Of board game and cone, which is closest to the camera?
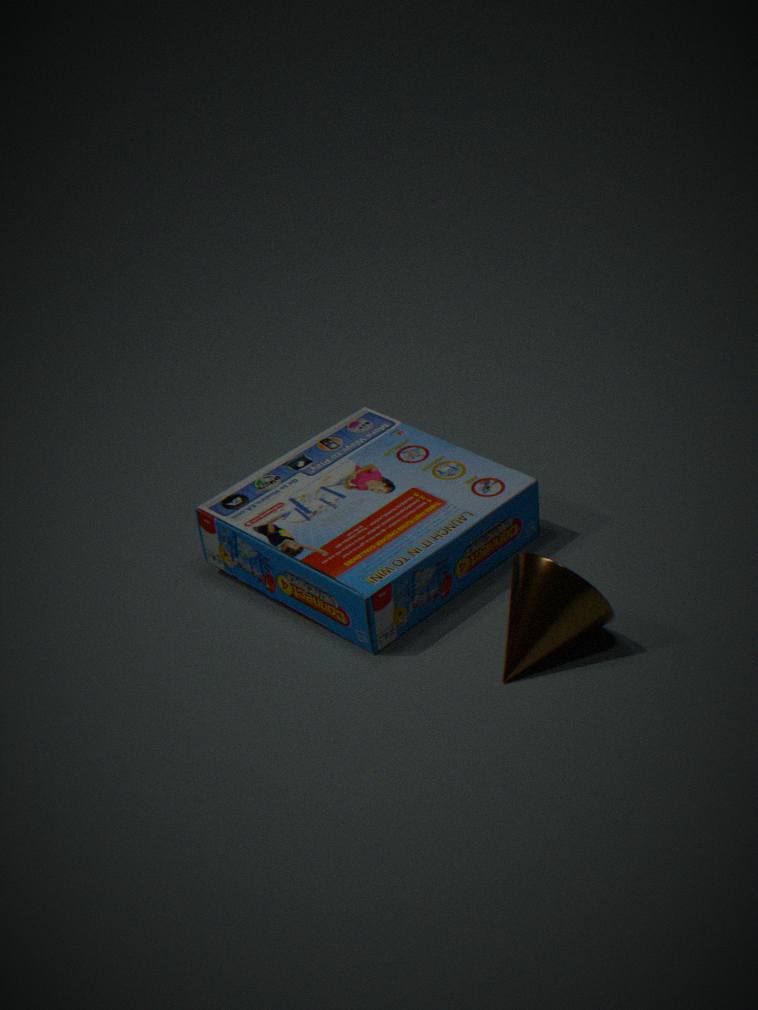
cone
